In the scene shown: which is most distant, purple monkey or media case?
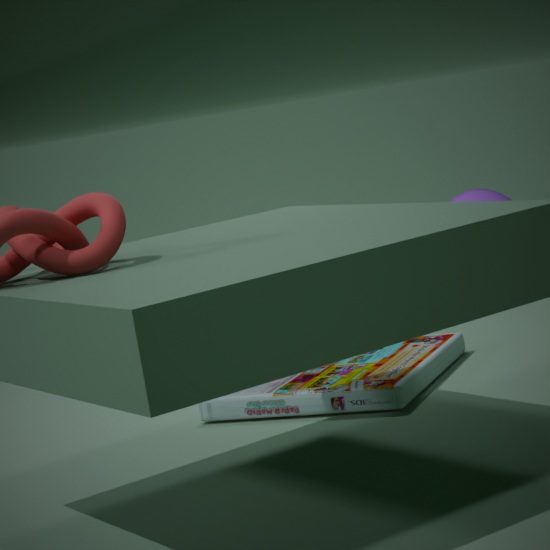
purple monkey
